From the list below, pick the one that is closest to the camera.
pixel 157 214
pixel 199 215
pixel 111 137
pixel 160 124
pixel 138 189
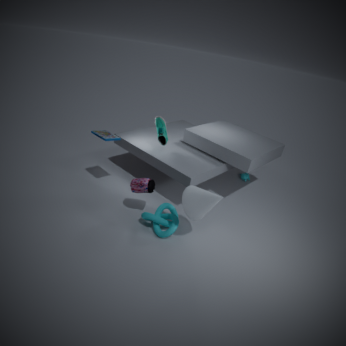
pixel 199 215
